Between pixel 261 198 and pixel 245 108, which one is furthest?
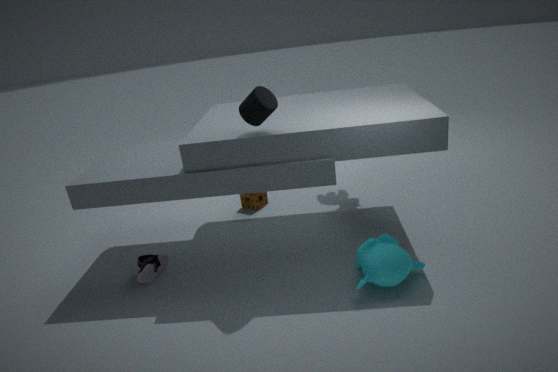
pixel 261 198
